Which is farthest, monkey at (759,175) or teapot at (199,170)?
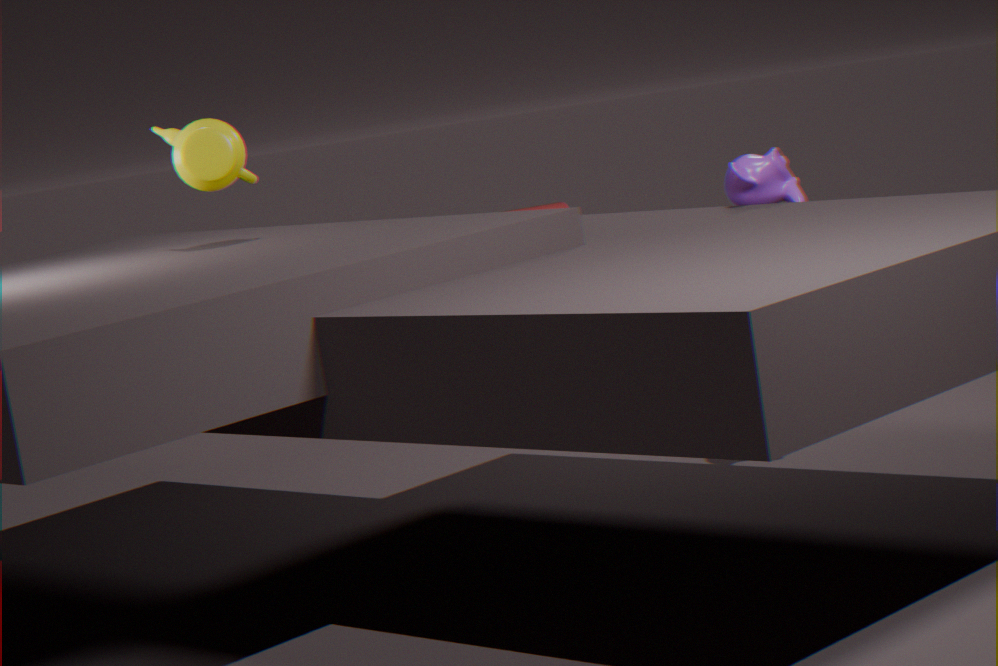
teapot at (199,170)
